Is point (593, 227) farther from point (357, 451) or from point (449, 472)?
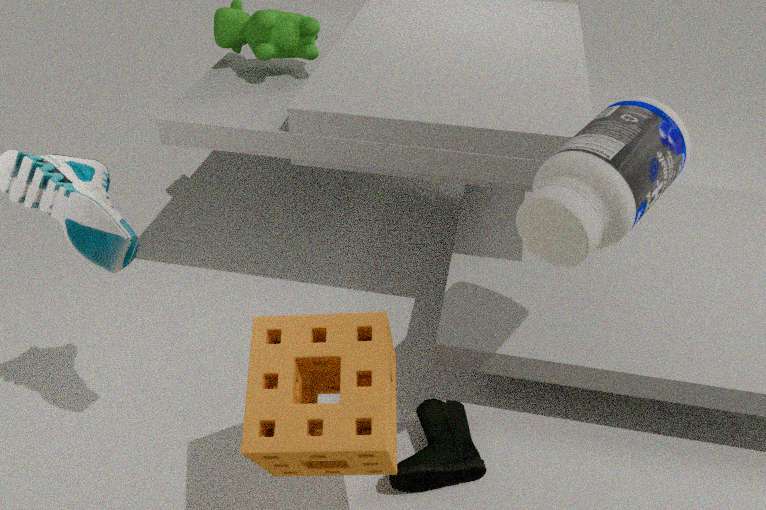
point (449, 472)
